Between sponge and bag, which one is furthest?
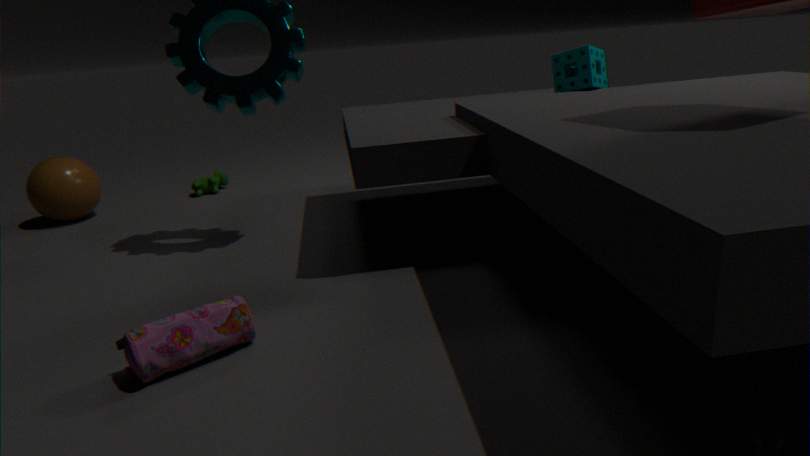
sponge
